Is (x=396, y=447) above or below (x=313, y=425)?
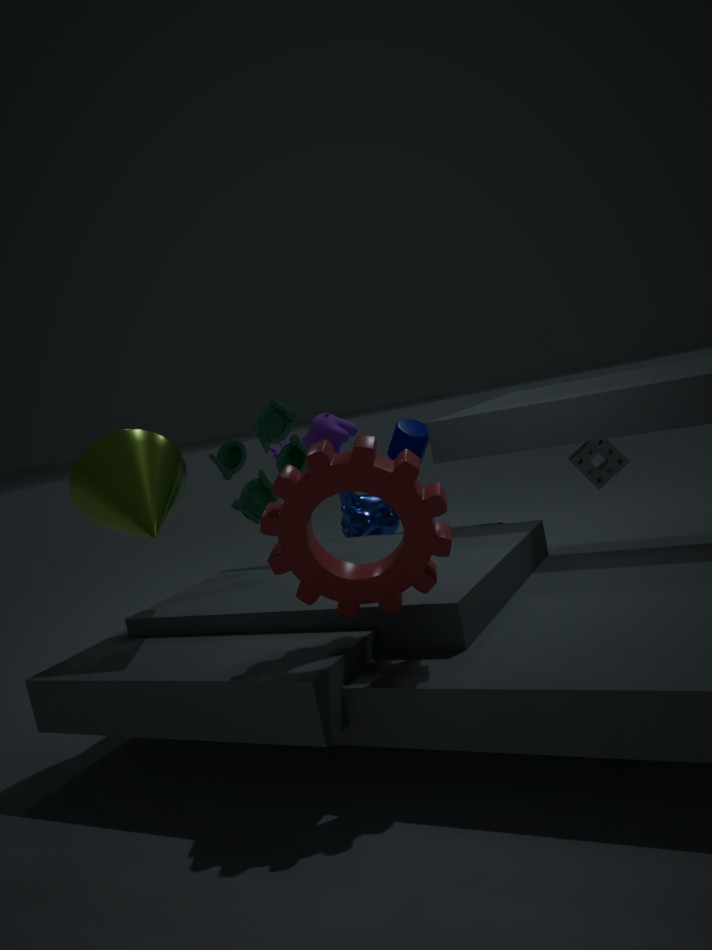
below
